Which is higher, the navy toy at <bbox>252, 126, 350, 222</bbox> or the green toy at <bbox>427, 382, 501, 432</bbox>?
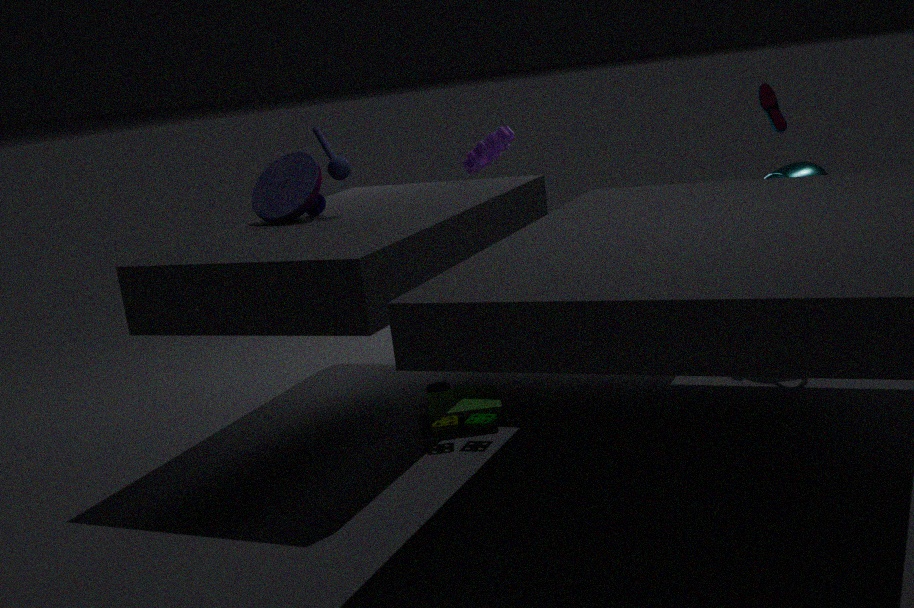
the navy toy at <bbox>252, 126, 350, 222</bbox>
